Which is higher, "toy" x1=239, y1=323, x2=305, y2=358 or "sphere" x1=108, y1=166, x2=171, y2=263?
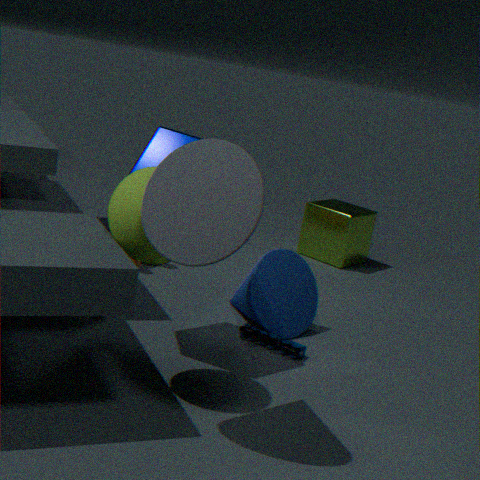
"sphere" x1=108, y1=166, x2=171, y2=263
